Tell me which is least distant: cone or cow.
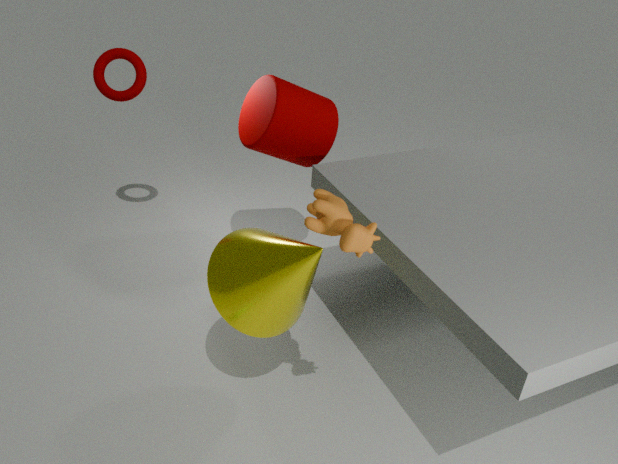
cow
